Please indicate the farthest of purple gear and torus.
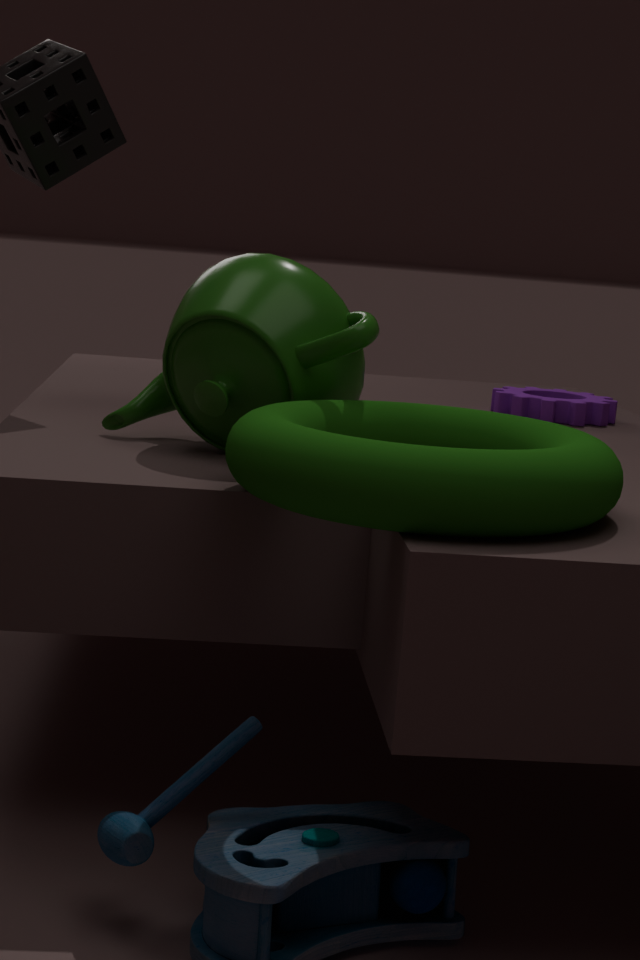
purple gear
